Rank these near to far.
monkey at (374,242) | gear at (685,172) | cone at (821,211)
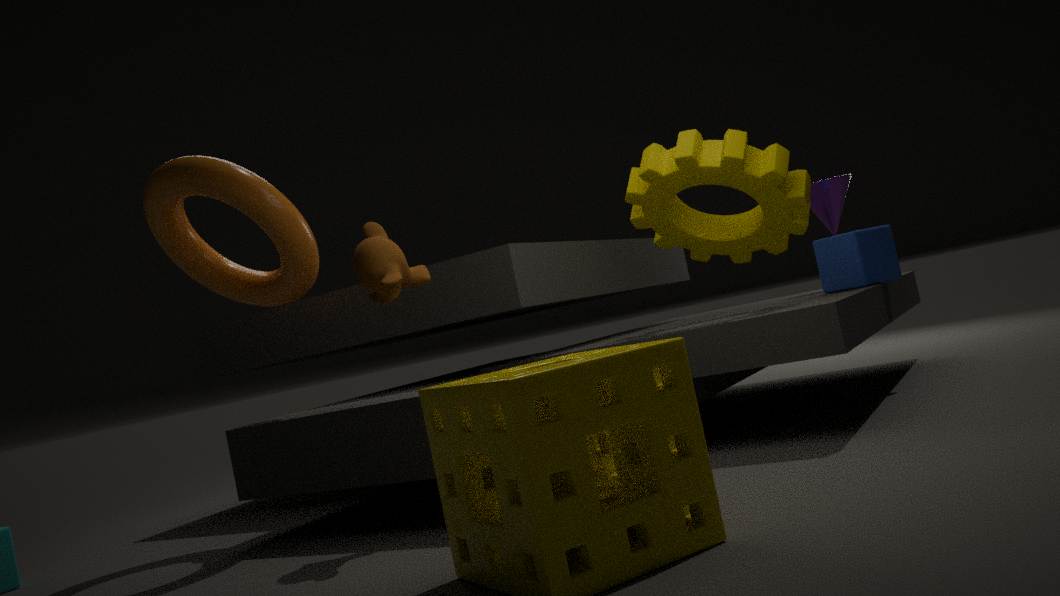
monkey at (374,242) < gear at (685,172) < cone at (821,211)
